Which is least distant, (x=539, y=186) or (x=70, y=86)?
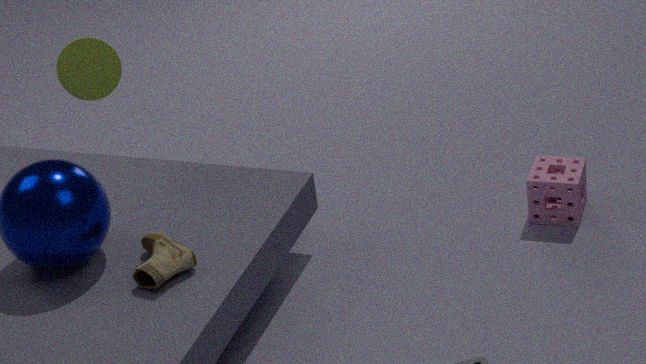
(x=70, y=86)
